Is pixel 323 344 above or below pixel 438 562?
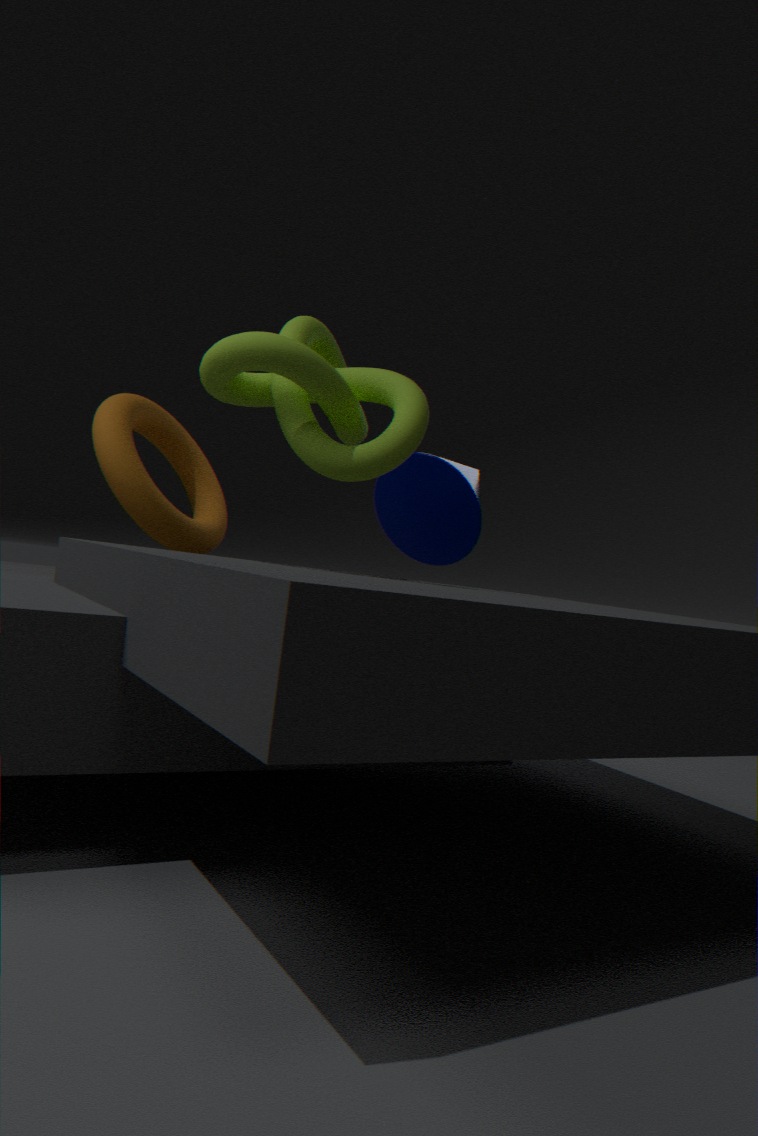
above
